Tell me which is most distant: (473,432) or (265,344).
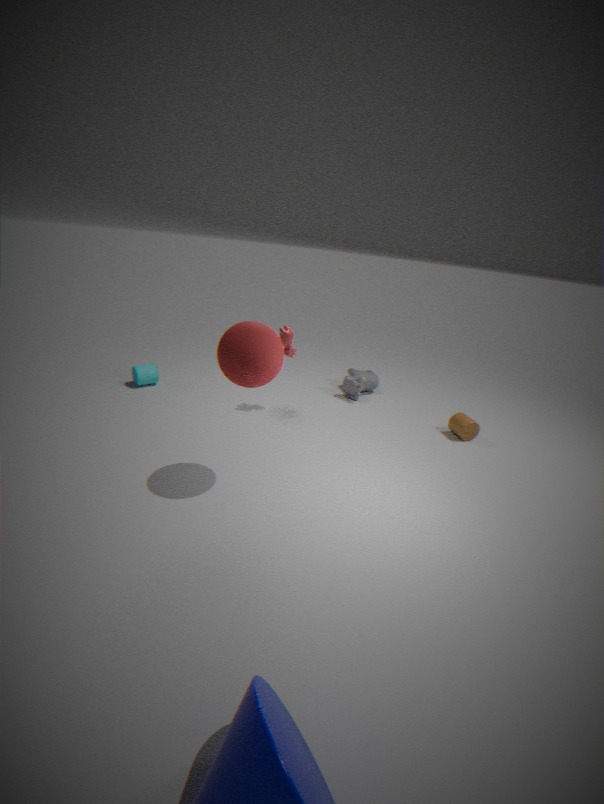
(473,432)
